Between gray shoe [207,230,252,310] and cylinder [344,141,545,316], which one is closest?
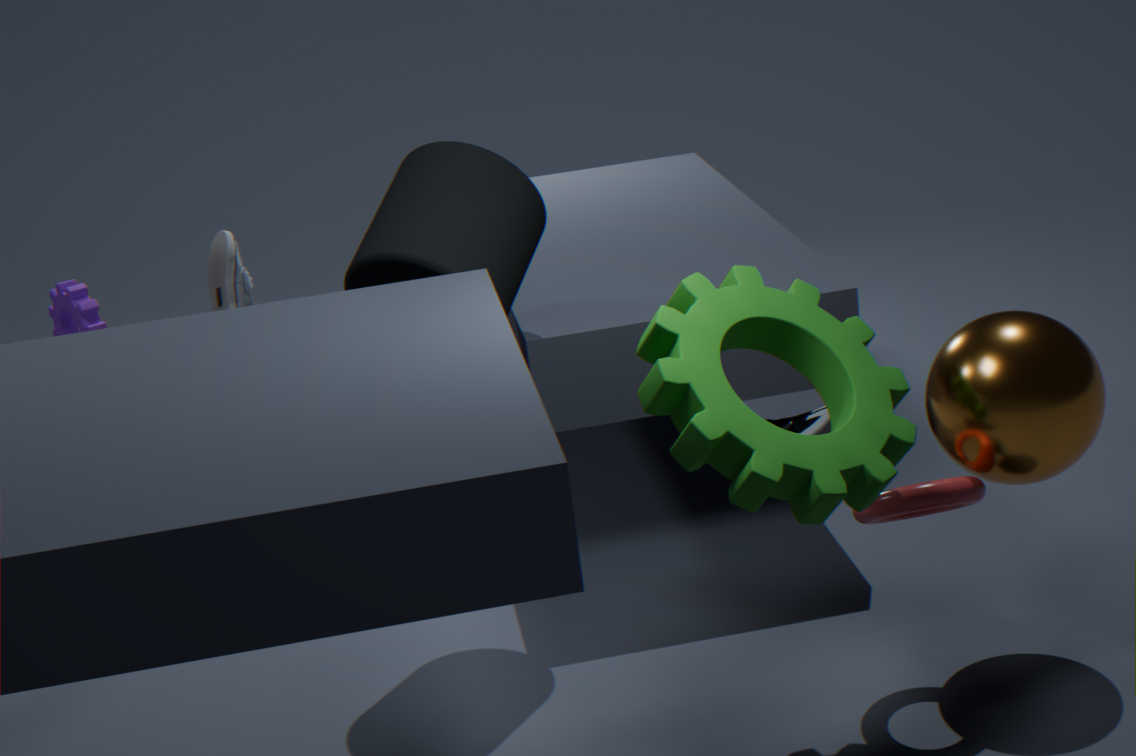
cylinder [344,141,545,316]
